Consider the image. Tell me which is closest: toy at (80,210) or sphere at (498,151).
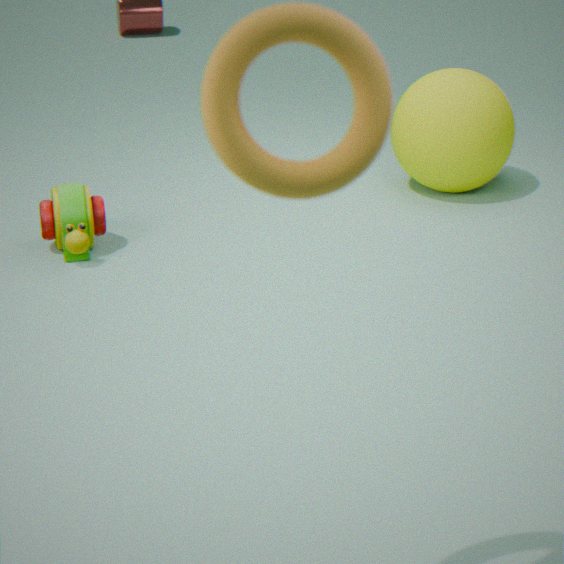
toy at (80,210)
